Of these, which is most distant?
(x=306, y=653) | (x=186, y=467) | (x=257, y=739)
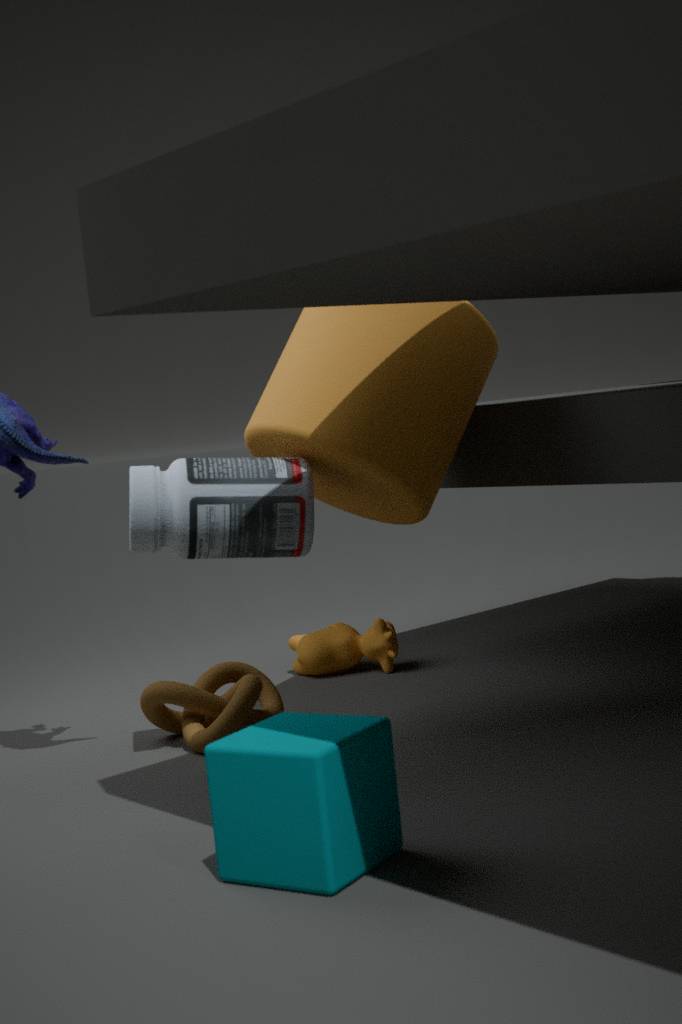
(x=306, y=653)
